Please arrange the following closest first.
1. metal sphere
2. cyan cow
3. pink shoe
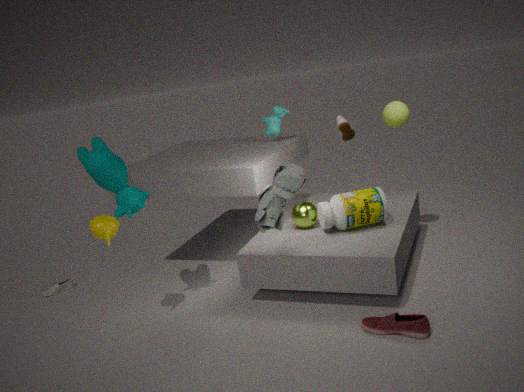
pink shoe
metal sphere
cyan cow
